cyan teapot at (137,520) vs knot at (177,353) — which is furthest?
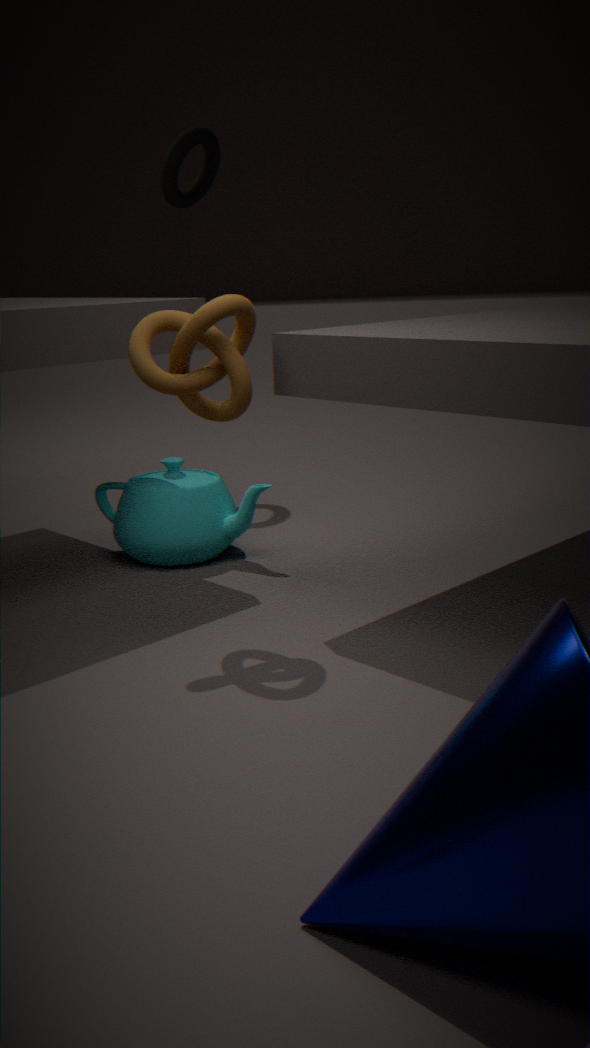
cyan teapot at (137,520)
